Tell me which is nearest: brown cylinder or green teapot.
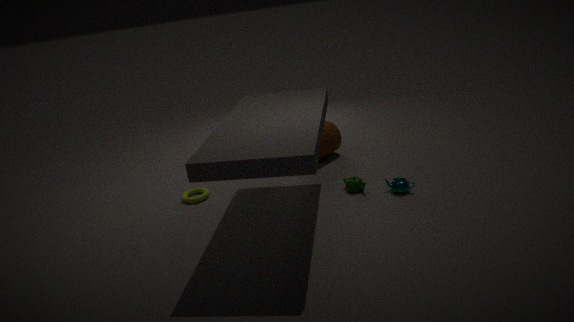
green teapot
